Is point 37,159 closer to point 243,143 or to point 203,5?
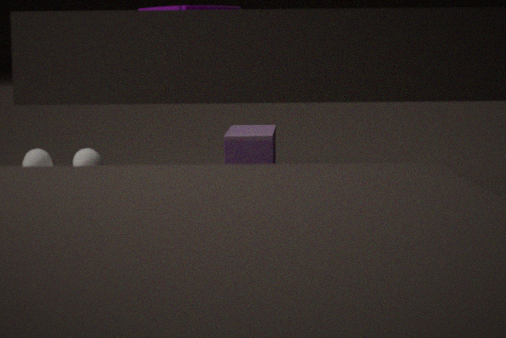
point 203,5
